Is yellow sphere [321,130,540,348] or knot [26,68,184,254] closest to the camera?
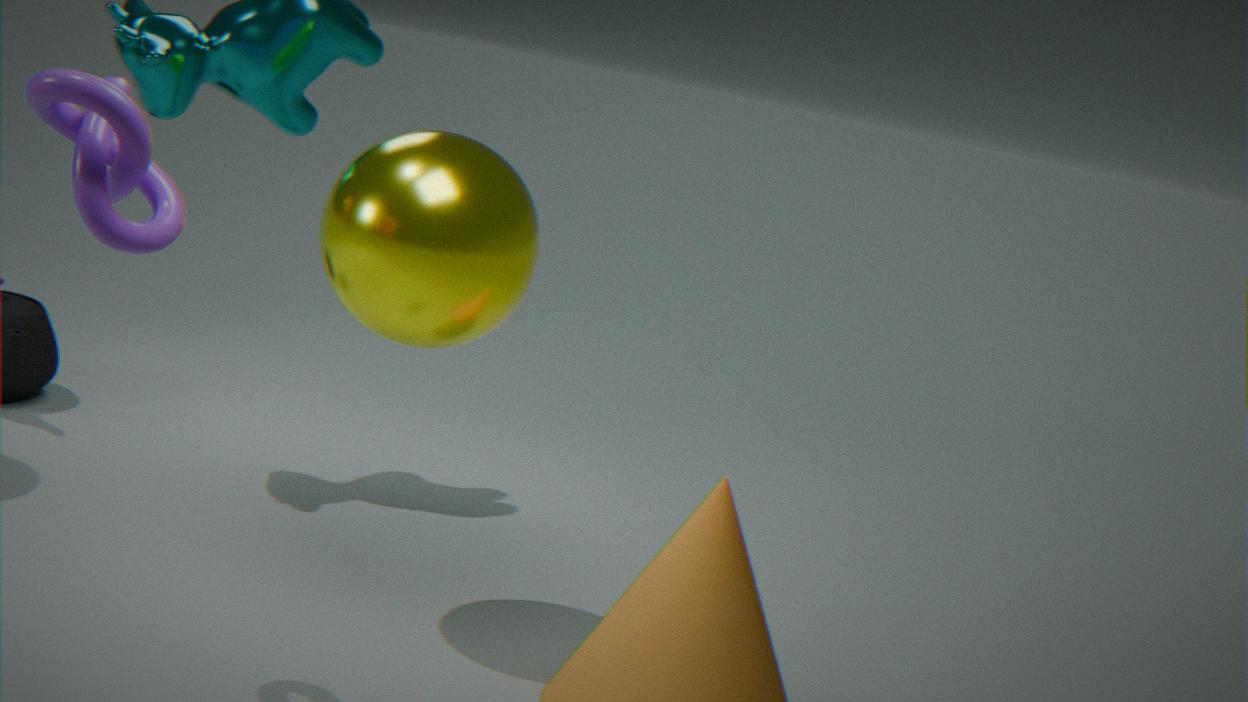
knot [26,68,184,254]
